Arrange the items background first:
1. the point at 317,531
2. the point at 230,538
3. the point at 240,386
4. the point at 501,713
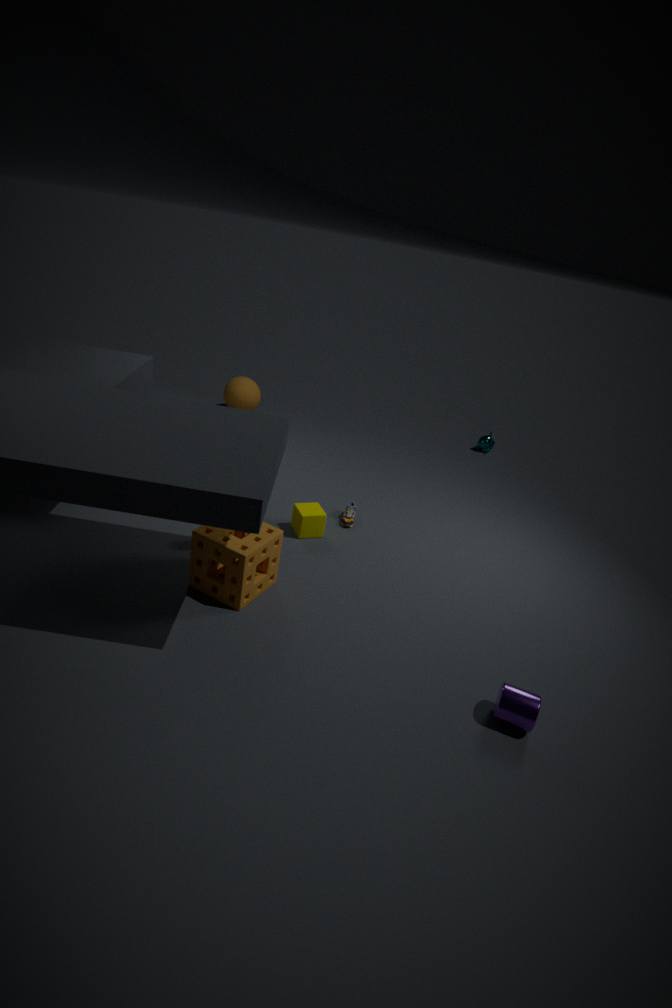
the point at 240,386 < the point at 317,531 < the point at 230,538 < the point at 501,713
